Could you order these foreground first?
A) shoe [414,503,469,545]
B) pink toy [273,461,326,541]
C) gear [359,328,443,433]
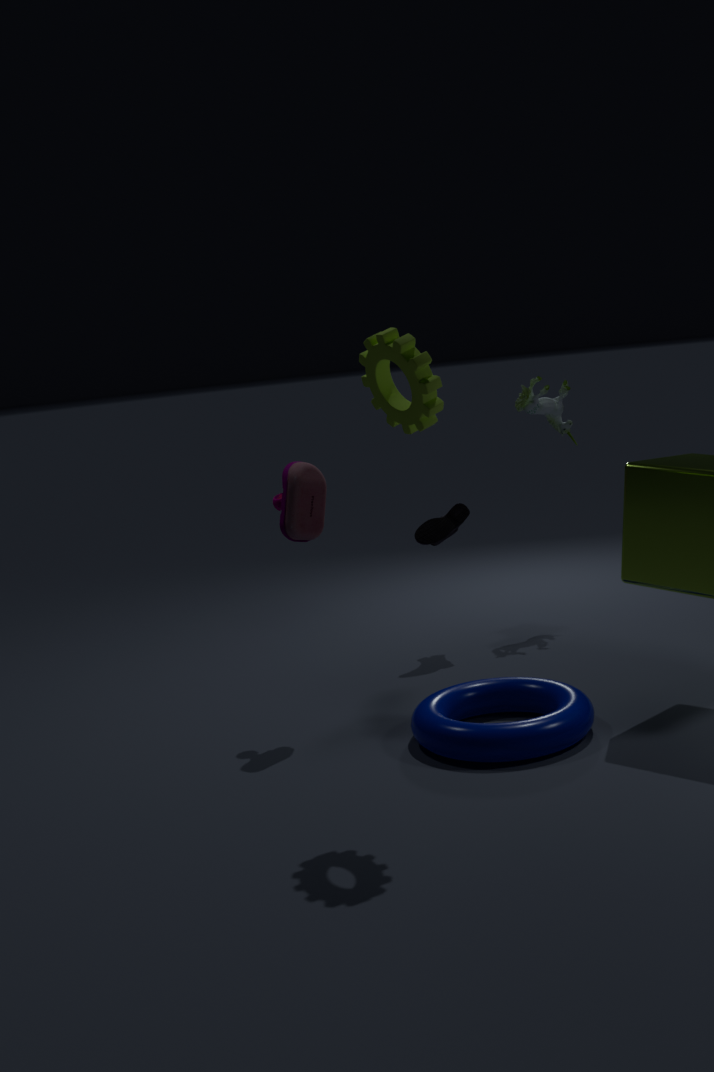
gear [359,328,443,433] → pink toy [273,461,326,541] → shoe [414,503,469,545]
